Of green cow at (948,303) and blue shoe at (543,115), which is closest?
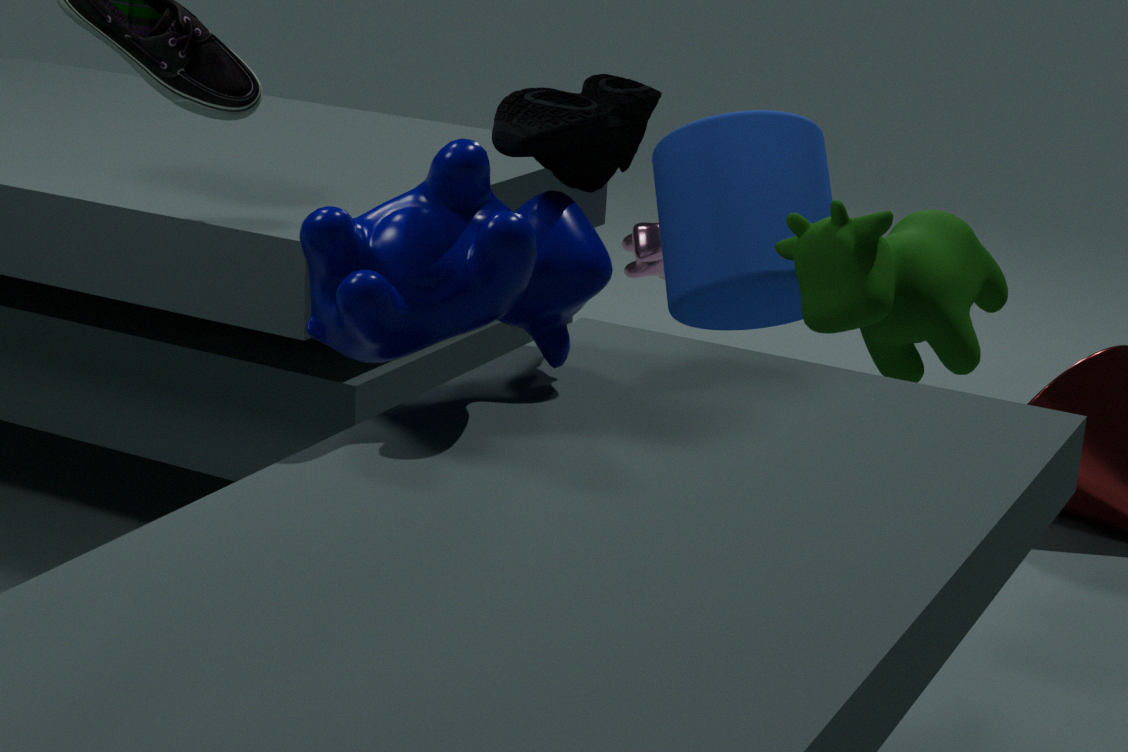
blue shoe at (543,115)
